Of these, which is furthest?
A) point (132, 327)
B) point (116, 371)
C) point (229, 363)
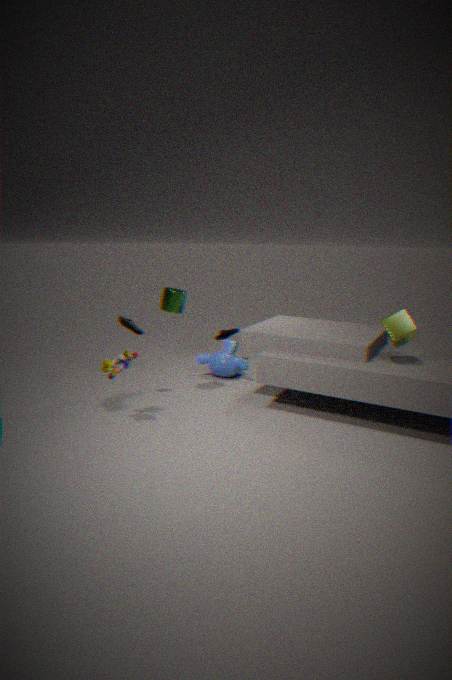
point (229, 363)
